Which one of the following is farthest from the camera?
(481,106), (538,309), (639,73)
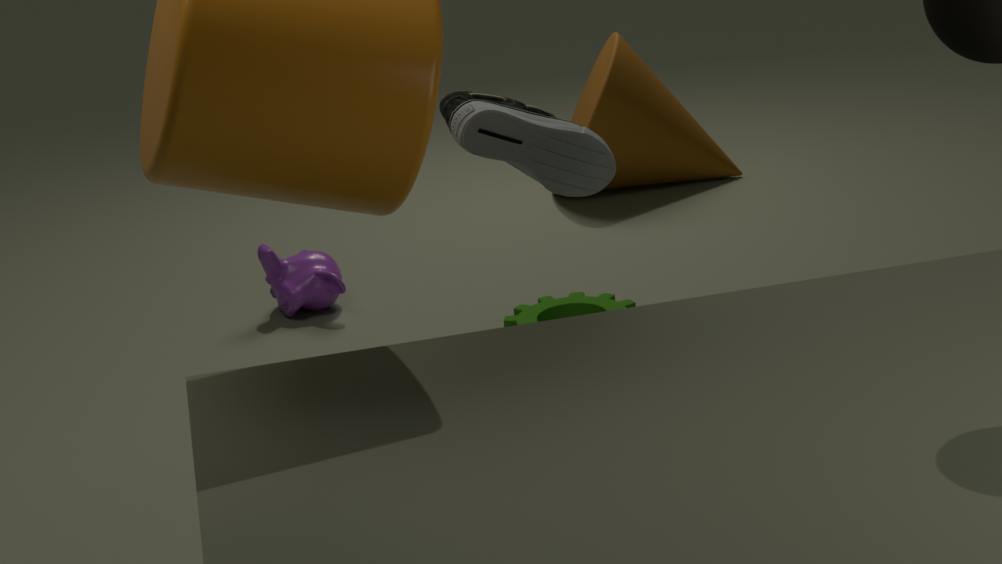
(639,73)
